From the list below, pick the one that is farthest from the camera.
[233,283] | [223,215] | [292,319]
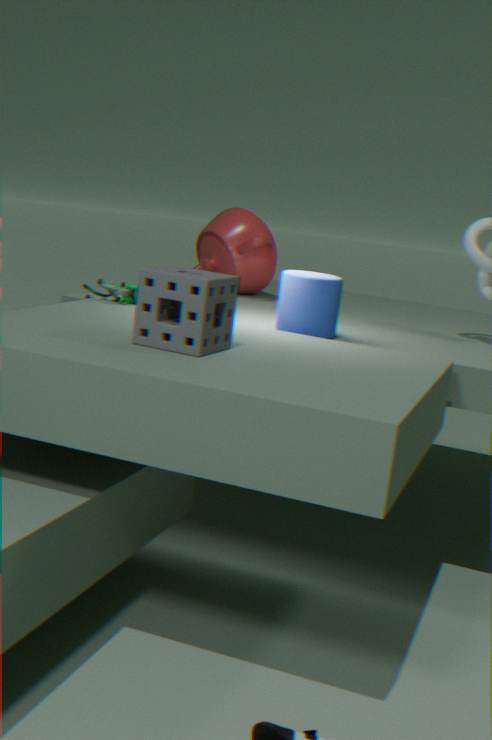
[223,215]
